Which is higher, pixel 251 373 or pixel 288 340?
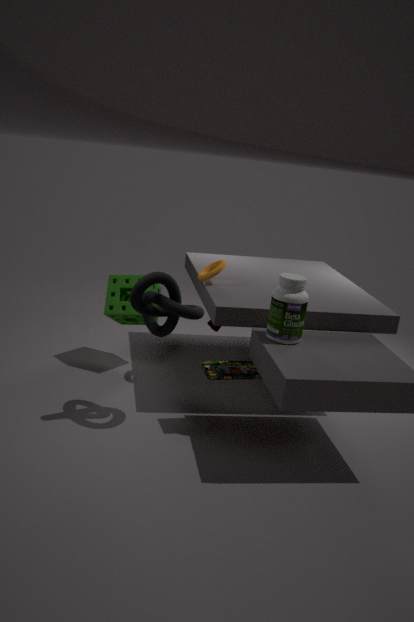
pixel 288 340
